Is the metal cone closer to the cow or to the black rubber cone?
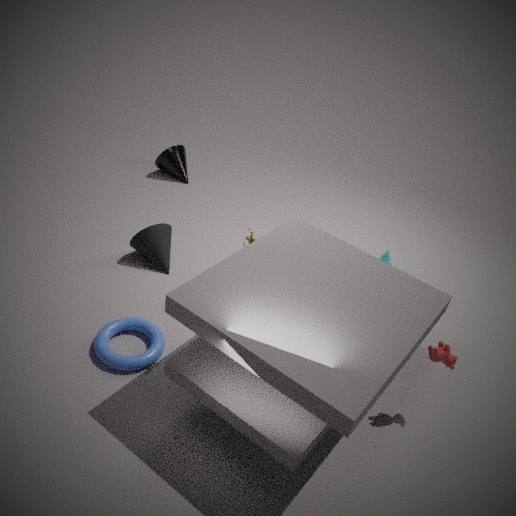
the black rubber cone
